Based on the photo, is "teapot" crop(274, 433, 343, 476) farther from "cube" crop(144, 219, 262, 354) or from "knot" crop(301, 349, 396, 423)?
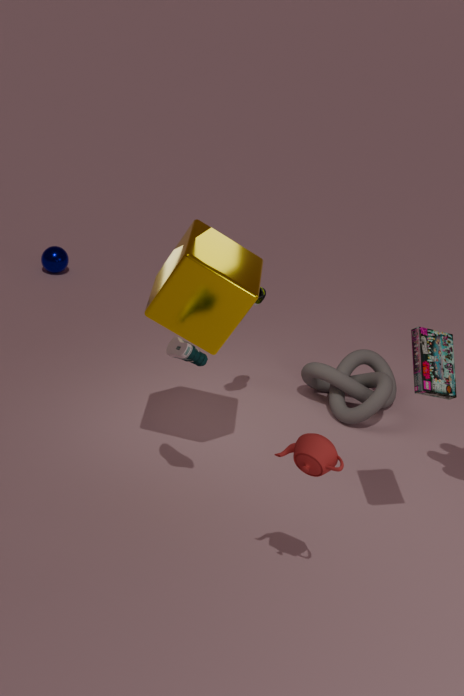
"knot" crop(301, 349, 396, 423)
